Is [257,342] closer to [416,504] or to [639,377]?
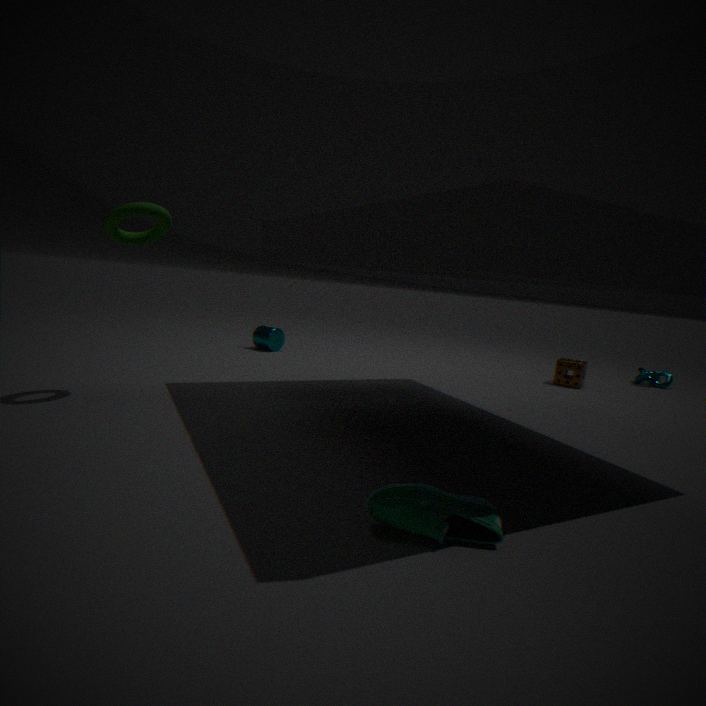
[416,504]
